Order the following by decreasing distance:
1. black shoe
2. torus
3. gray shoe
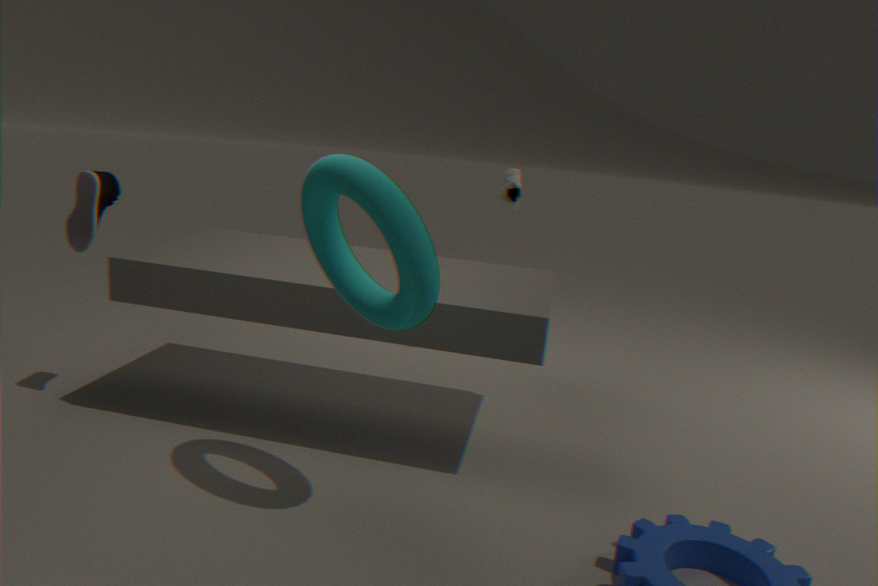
gray shoe < black shoe < torus
